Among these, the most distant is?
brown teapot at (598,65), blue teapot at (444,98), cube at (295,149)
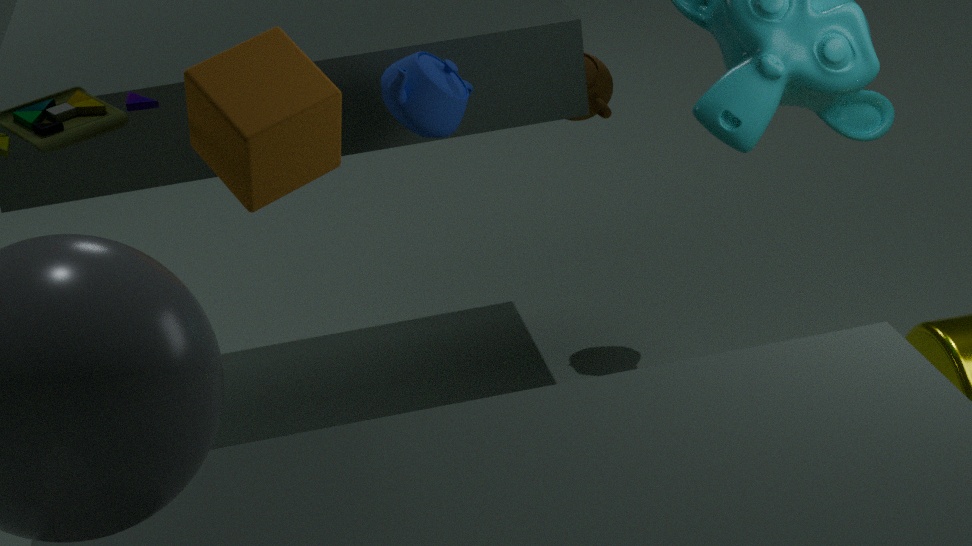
brown teapot at (598,65)
